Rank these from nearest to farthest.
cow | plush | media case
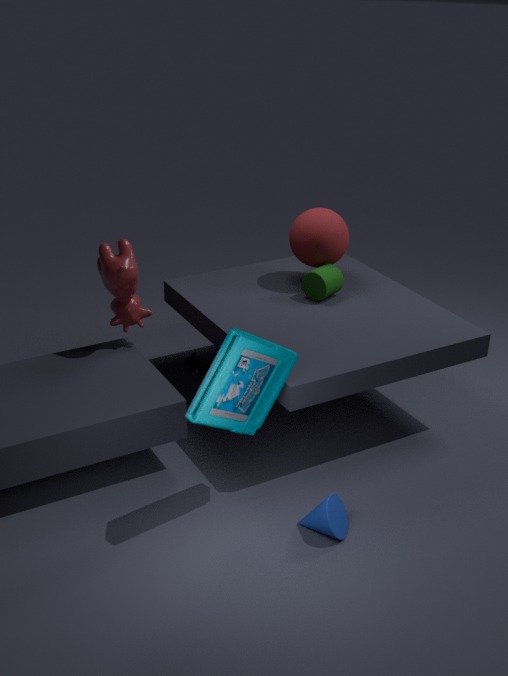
media case → cow → plush
